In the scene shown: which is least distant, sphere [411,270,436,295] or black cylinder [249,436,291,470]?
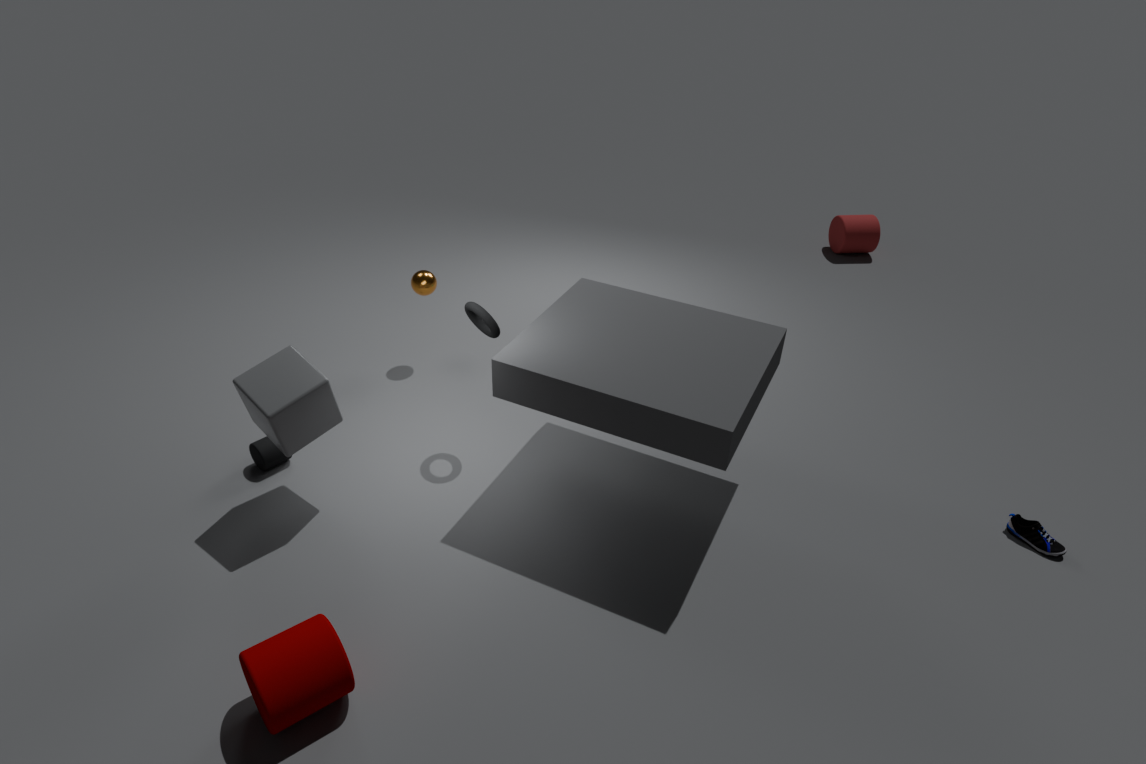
black cylinder [249,436,291,470]
